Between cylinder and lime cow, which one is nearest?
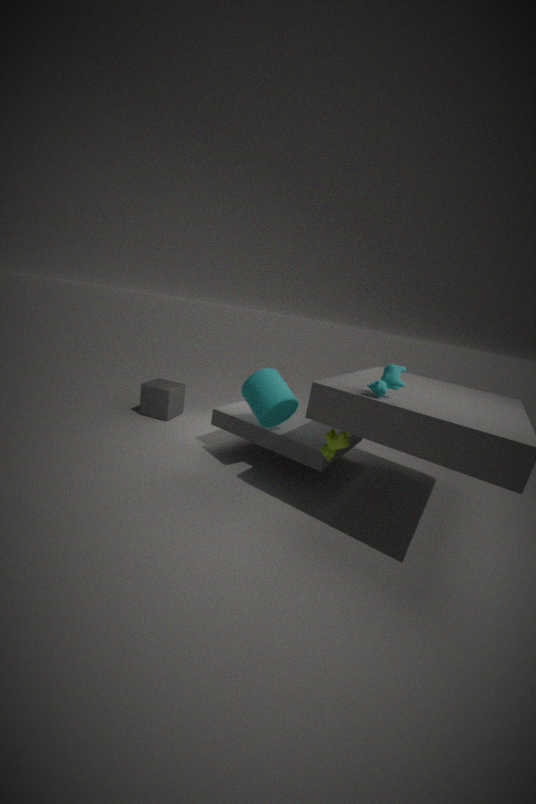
lime cow
